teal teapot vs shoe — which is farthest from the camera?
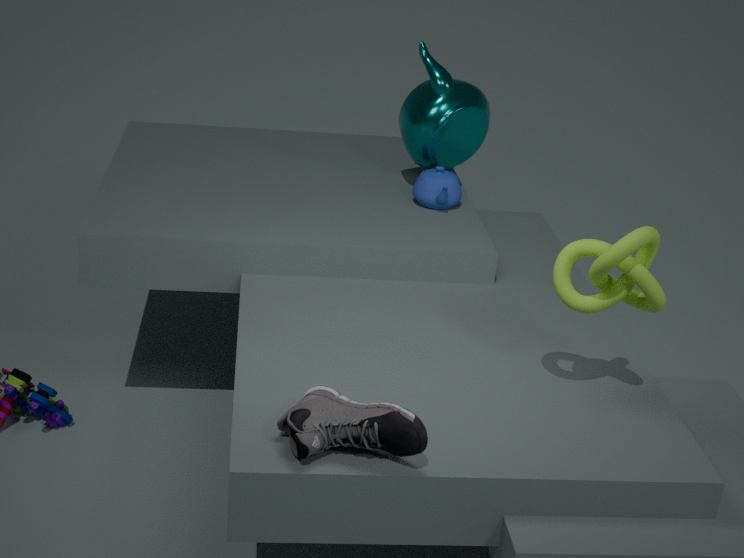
teal teapot
